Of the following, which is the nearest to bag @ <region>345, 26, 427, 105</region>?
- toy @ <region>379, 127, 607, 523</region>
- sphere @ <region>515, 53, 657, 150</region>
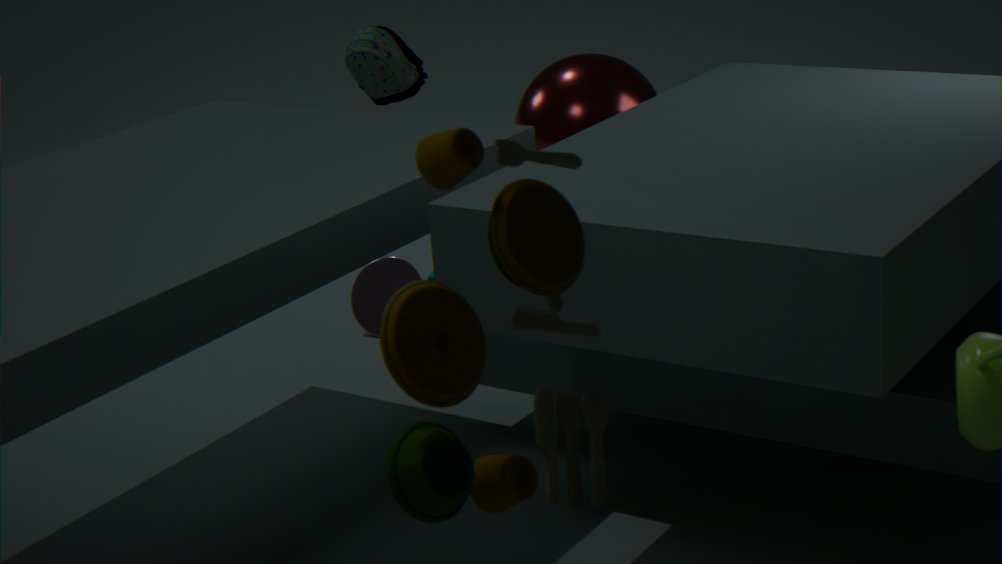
sphere @ <region>515, 53, 657, 150</region>
